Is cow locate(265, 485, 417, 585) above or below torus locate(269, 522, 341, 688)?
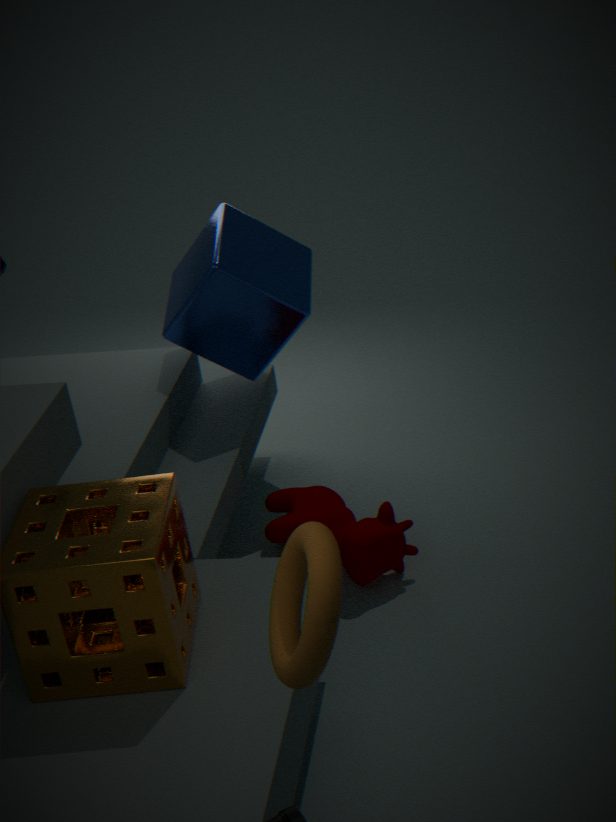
below
